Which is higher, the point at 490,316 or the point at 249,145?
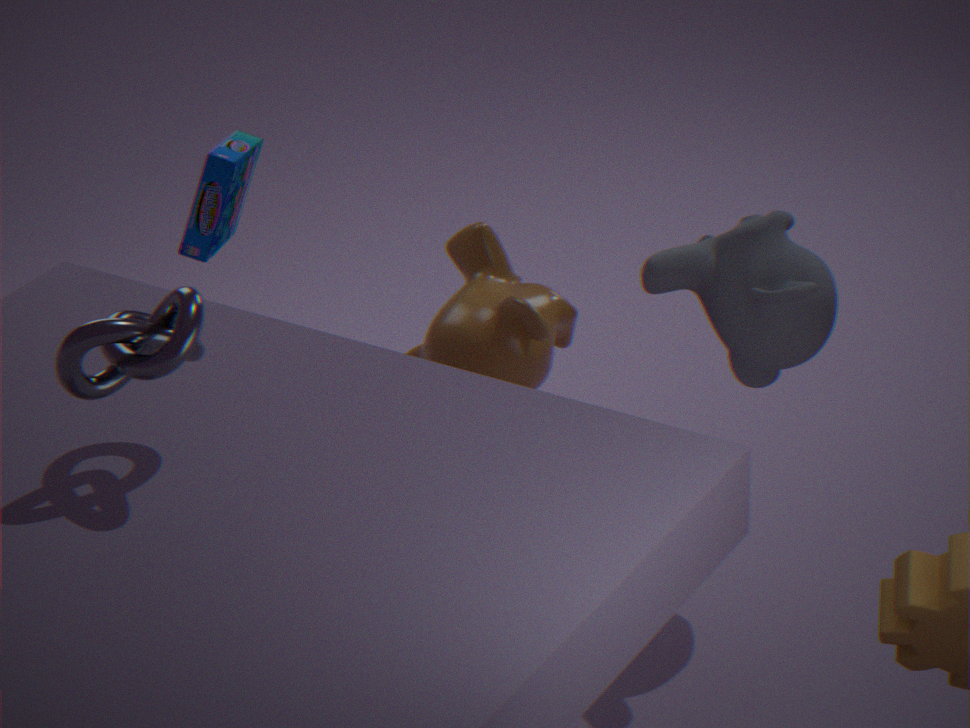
the point at 249,145
